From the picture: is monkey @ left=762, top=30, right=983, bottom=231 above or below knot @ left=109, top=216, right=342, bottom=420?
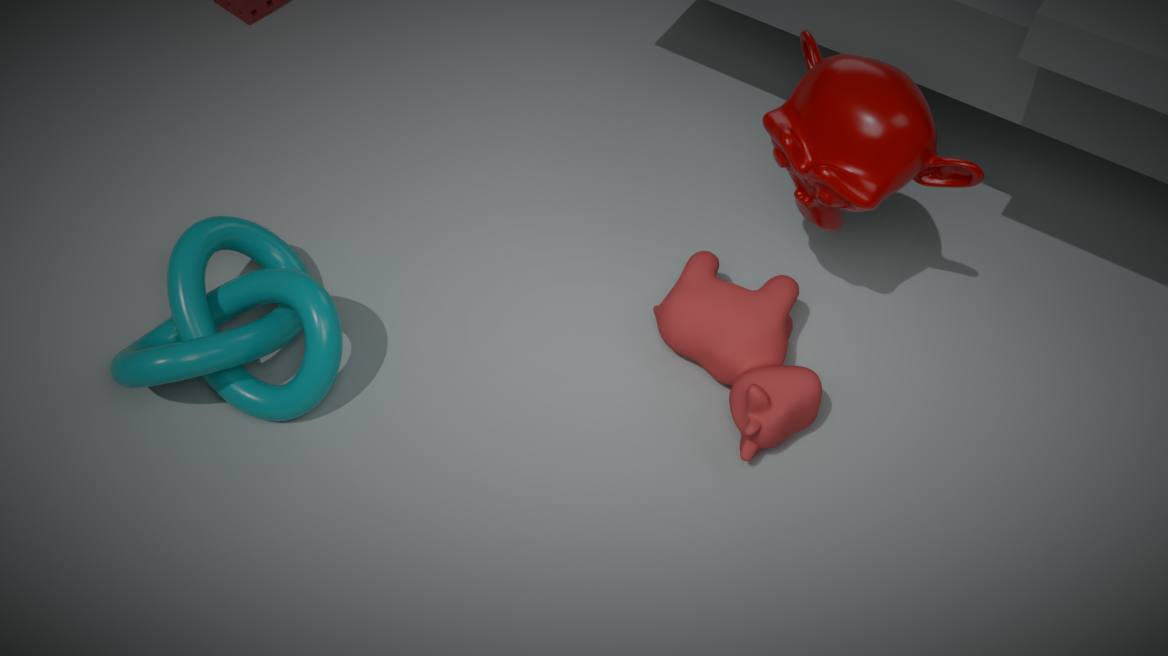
above
